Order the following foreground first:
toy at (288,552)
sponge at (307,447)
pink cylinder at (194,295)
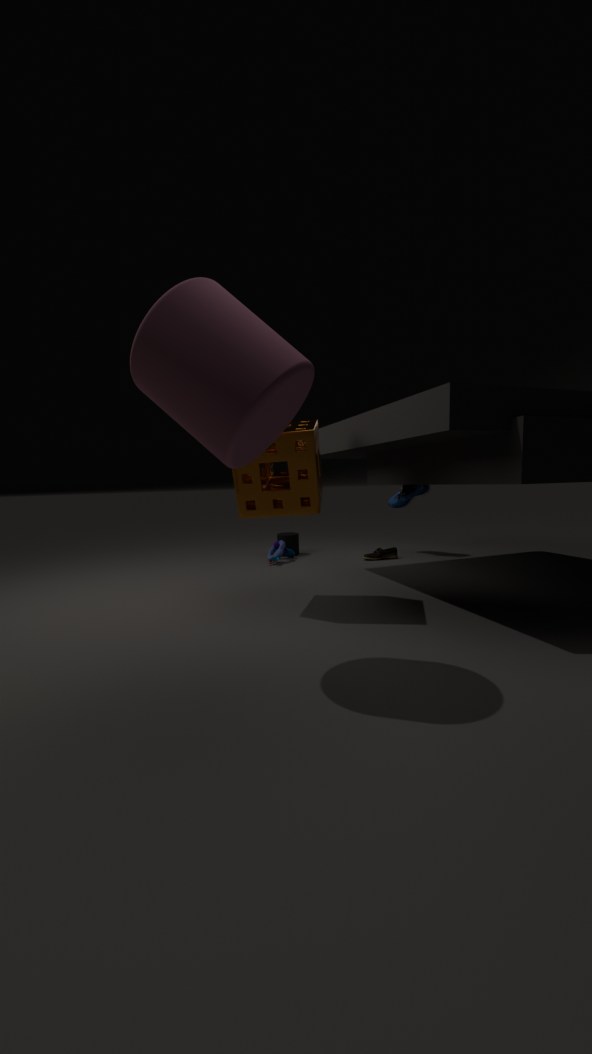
pink cylinder at (194,295) < sponge at (307,447) < toy at (288,552)
